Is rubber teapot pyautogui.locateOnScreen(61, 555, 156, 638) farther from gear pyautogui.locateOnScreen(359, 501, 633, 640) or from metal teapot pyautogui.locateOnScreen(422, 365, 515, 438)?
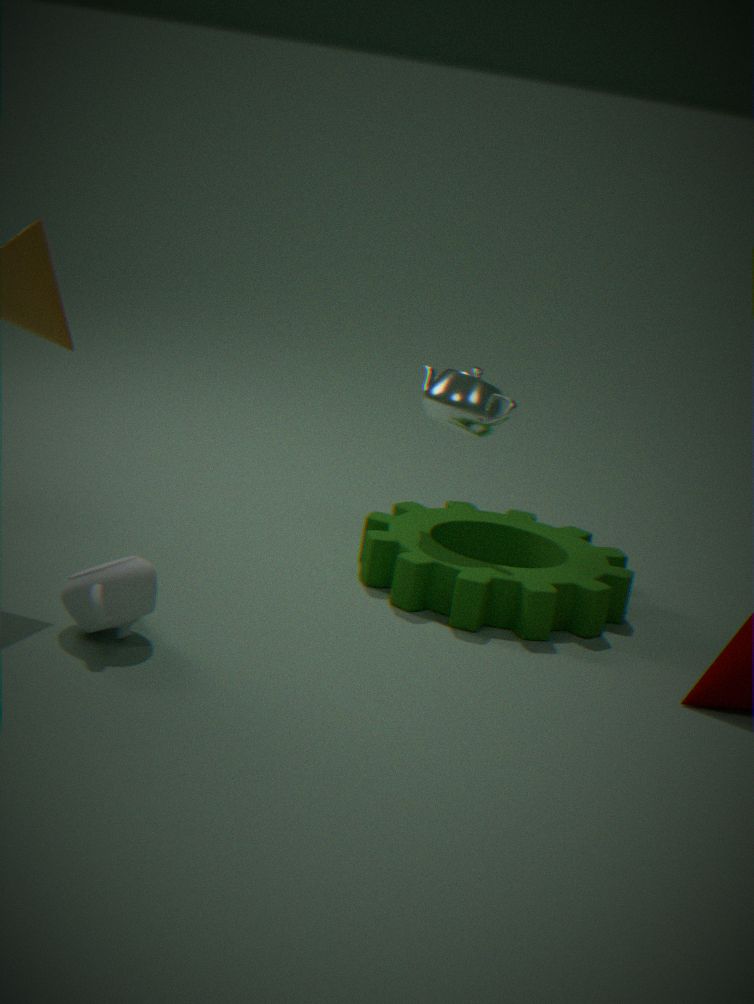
metal teapot pyautogui.locateOnScreen(422, 365, 515, 438)
